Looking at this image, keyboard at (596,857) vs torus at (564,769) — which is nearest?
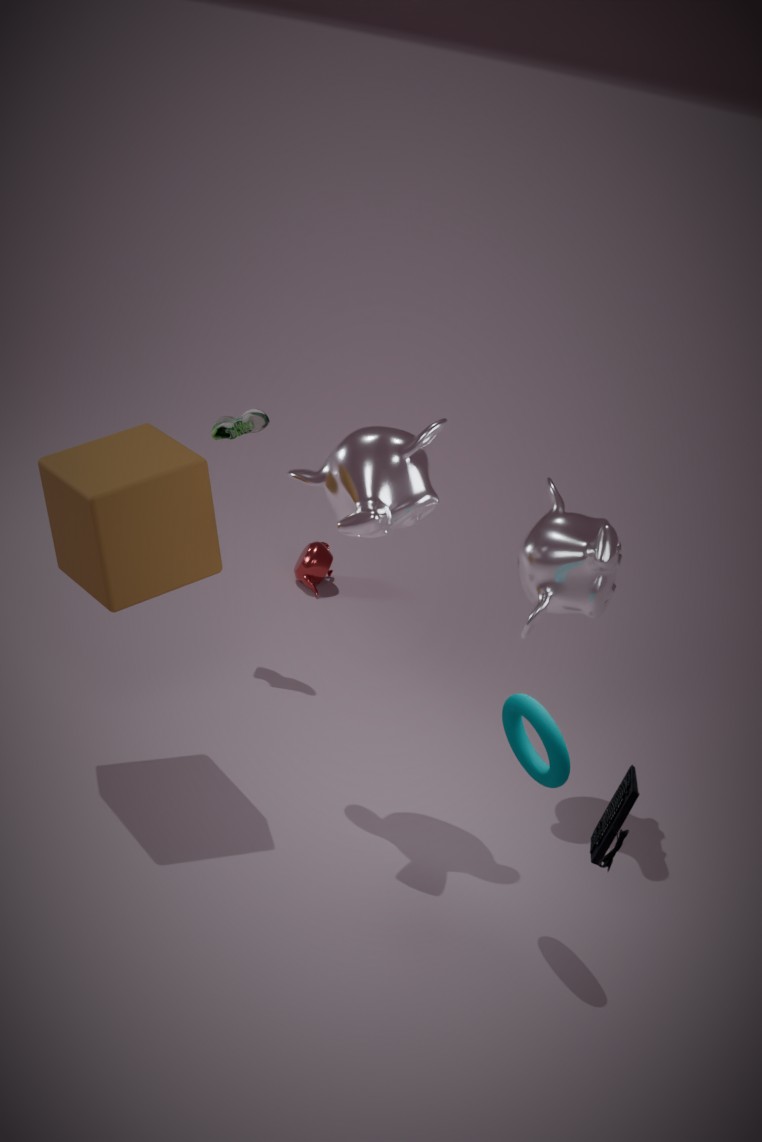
keyboard at (596,857)
